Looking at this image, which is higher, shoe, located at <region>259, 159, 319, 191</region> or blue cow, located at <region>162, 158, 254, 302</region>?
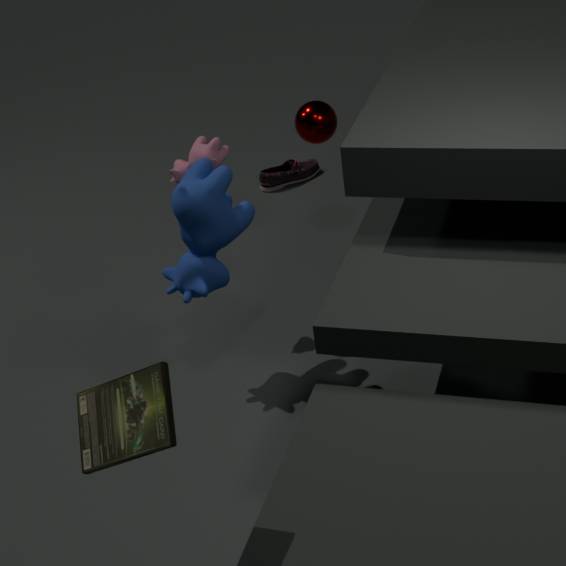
blue cow, located at <region>162, 158, 254, 302</region>
